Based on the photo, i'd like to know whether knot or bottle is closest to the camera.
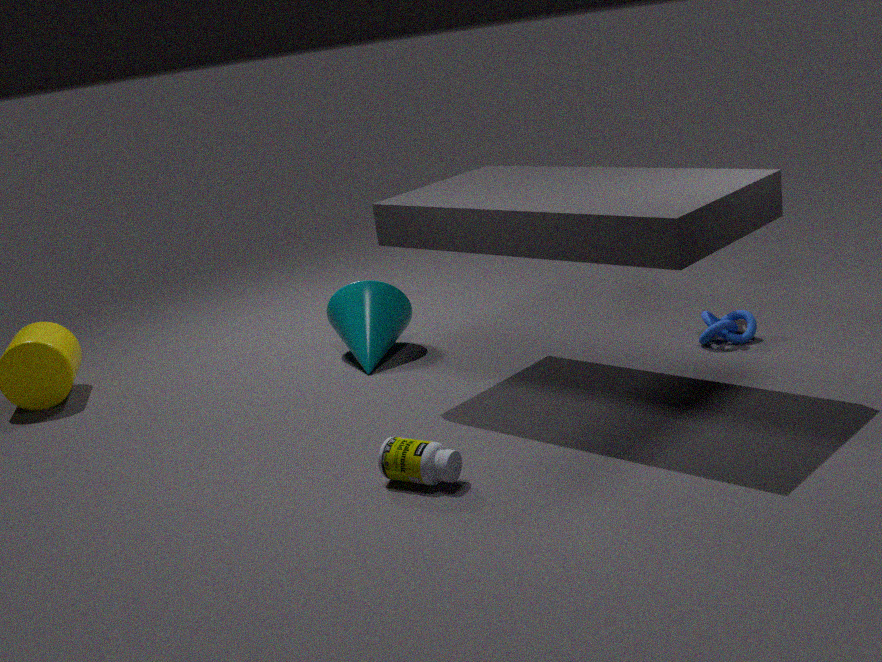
bottle
